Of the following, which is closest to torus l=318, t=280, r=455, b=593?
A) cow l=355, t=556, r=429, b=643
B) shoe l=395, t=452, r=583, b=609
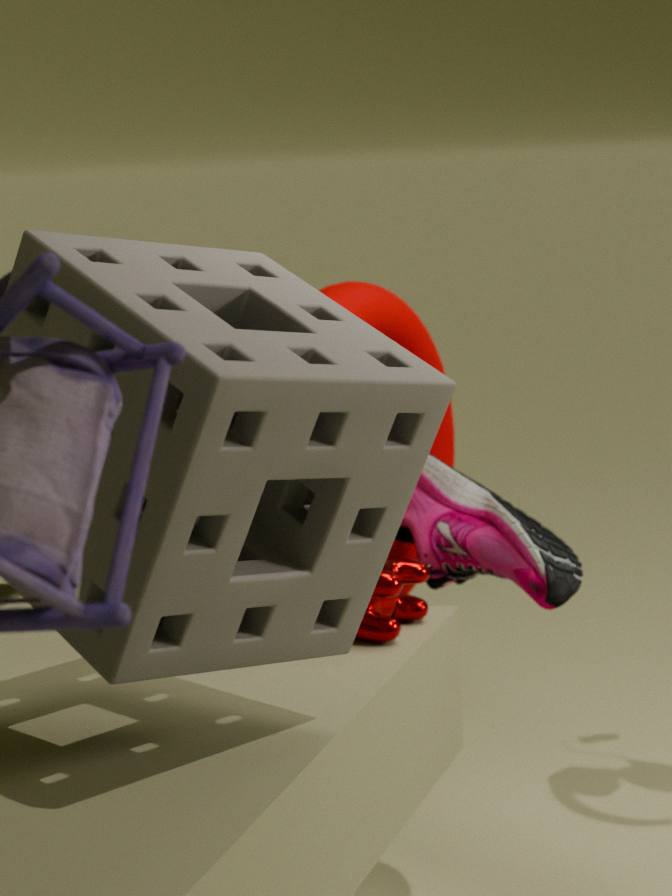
shoe l=395, t=452, r=583, b=609
